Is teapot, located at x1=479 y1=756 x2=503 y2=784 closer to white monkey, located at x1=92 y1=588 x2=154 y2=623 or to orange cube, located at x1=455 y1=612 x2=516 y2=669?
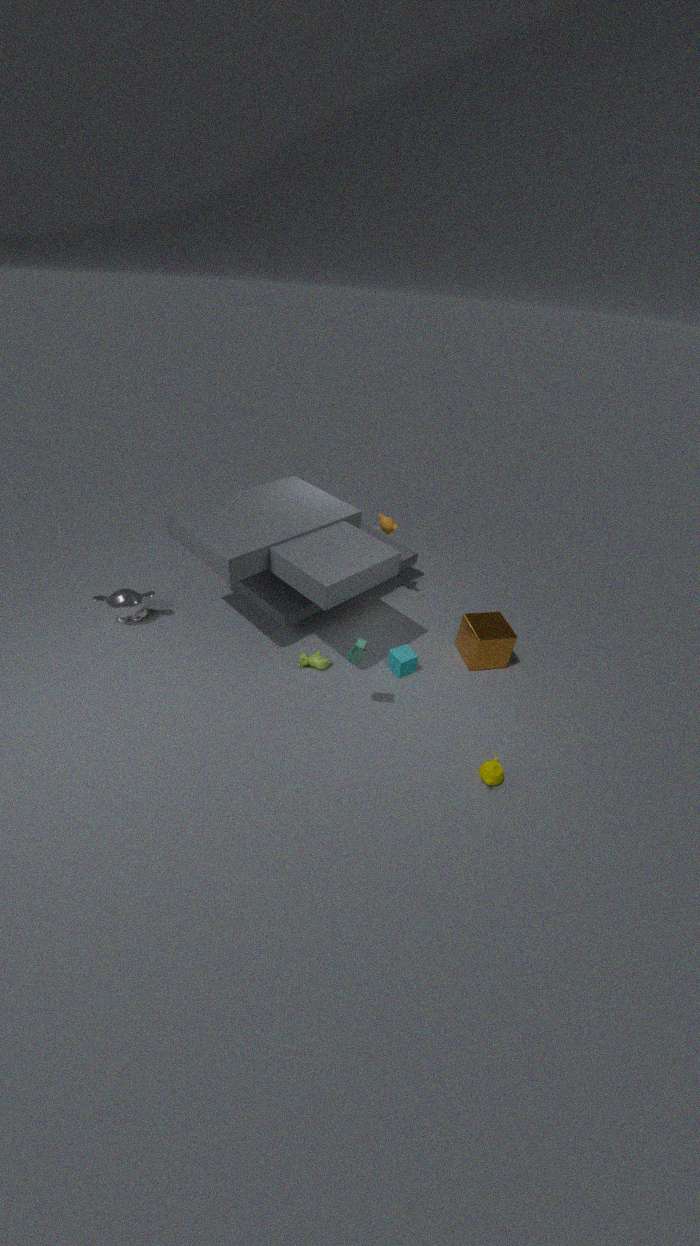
orange cube, located at x1=455 y1=612 x2=516 y2=669
